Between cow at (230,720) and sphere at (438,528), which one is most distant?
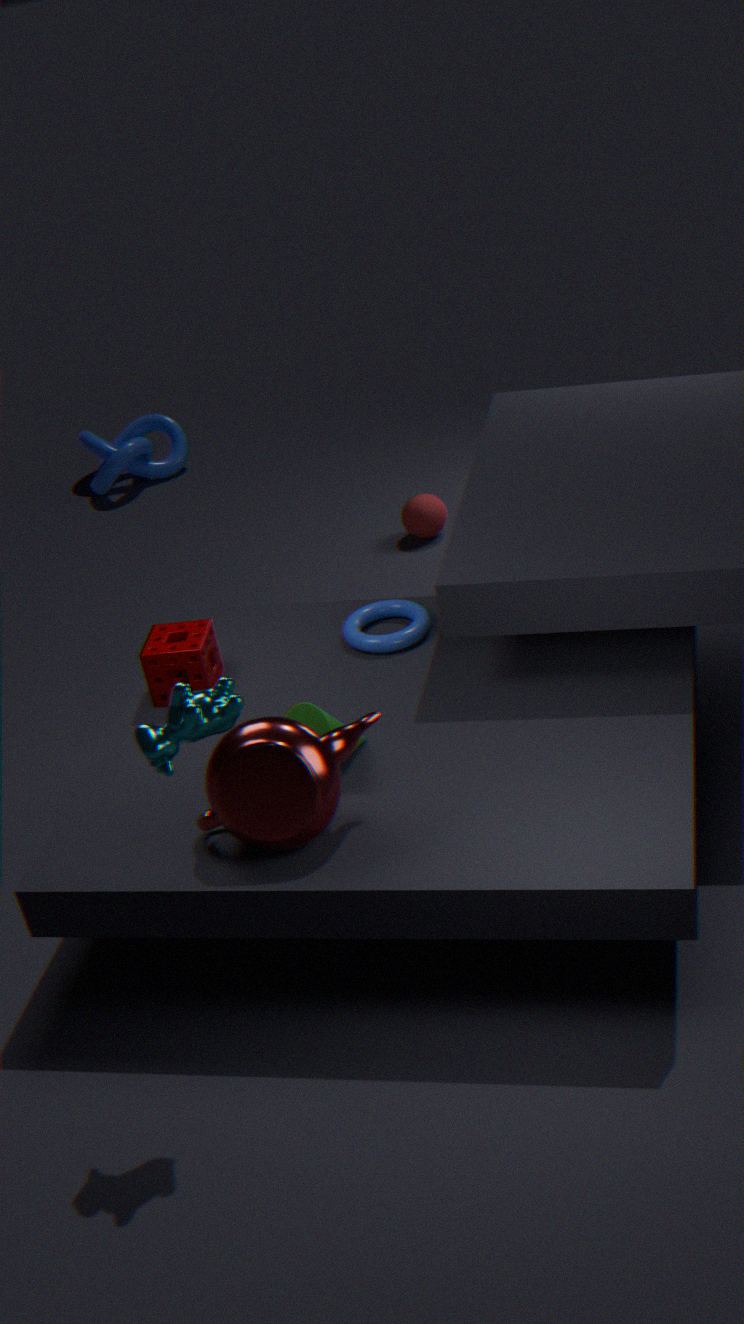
sphere at (438,528)
